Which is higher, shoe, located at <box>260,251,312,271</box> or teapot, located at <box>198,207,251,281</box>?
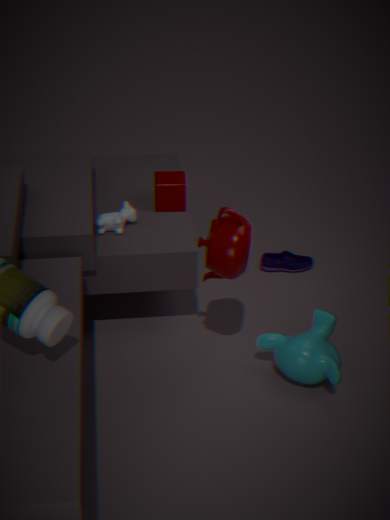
teapot, located at <box>198,207,251,281</box>
